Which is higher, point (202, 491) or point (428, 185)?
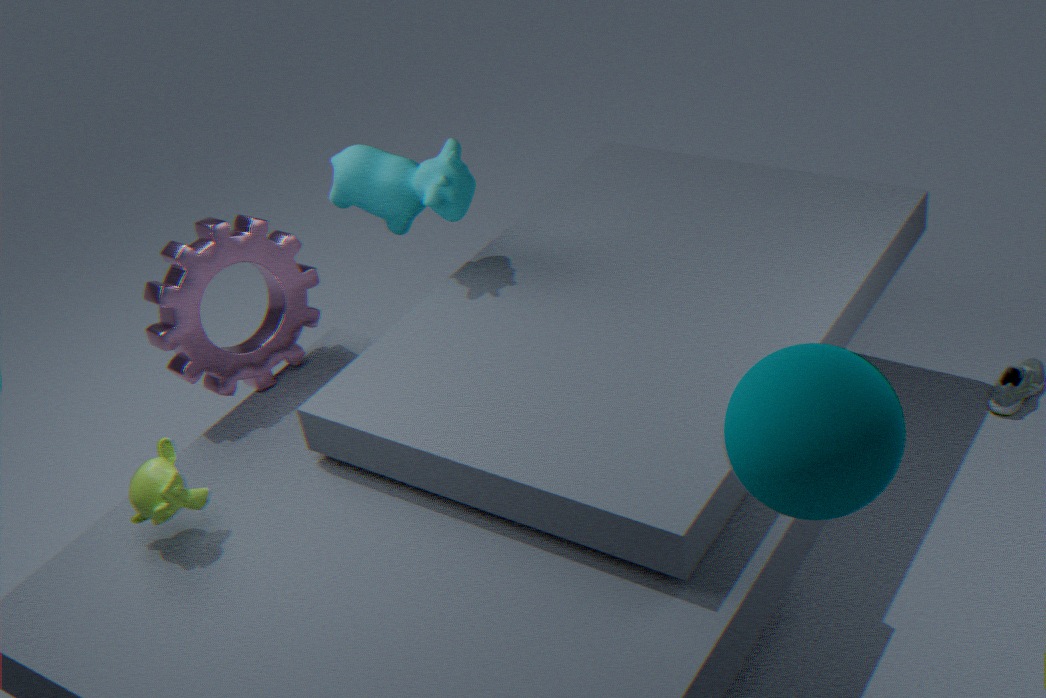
point (428, 185)
